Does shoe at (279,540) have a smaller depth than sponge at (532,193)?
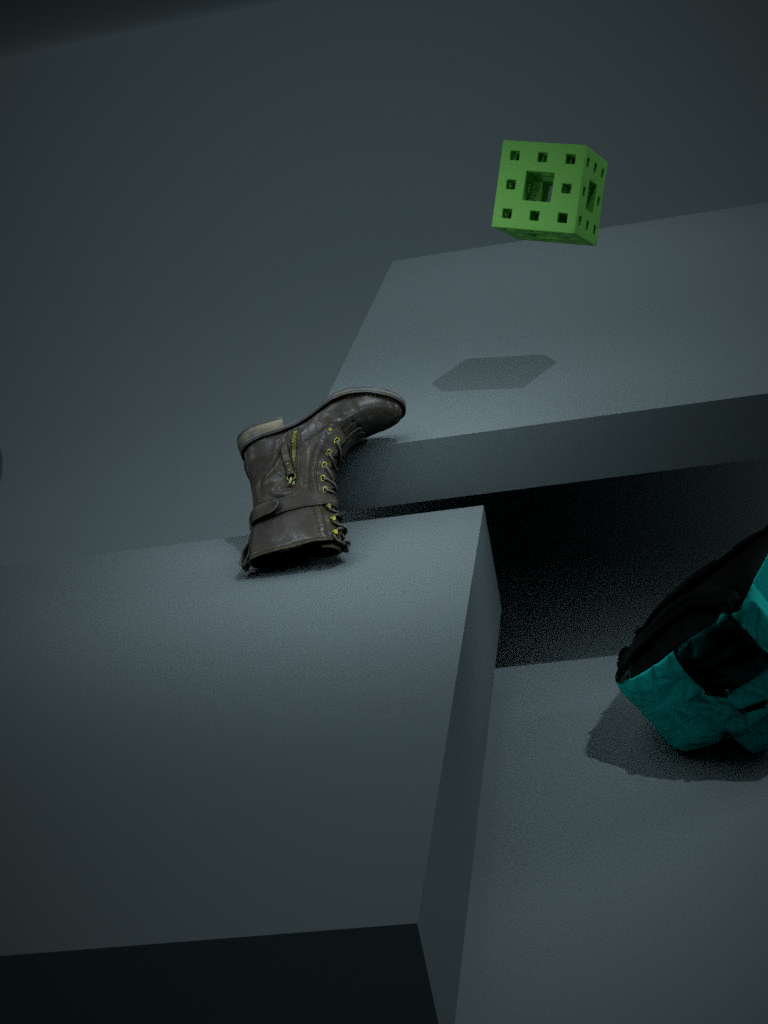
Yes
